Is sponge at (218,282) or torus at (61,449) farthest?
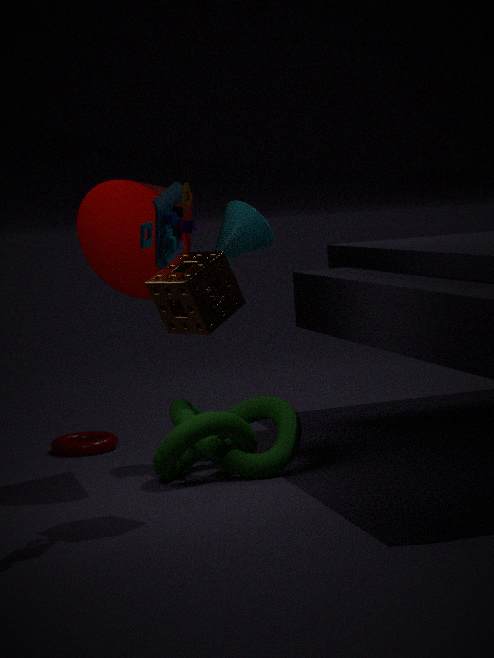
torus at (61,449)
